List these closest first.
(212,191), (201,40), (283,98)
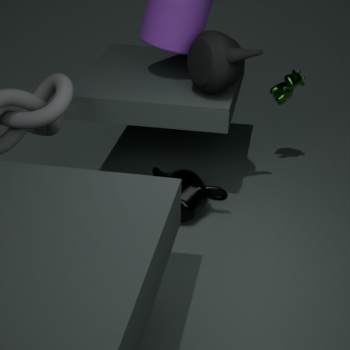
(201,40), (212,191), (283,98)
